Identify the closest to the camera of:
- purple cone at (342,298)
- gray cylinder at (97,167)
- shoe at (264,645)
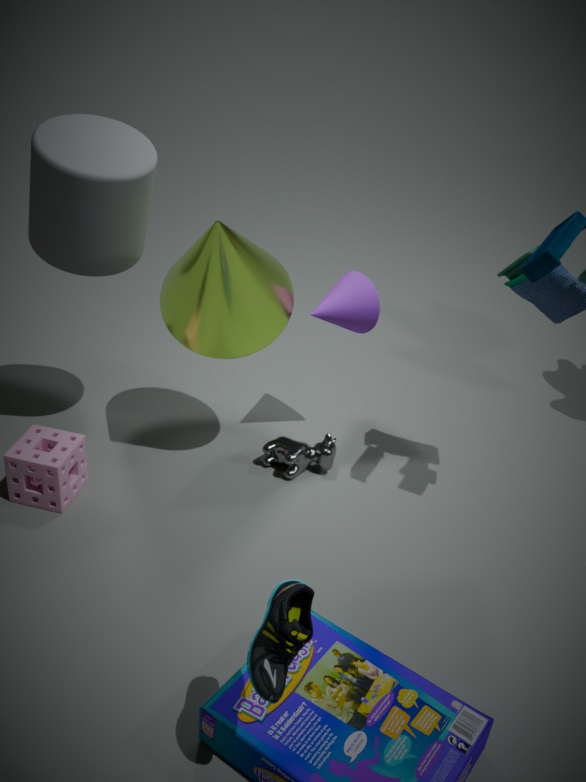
shoe at (264,645)
